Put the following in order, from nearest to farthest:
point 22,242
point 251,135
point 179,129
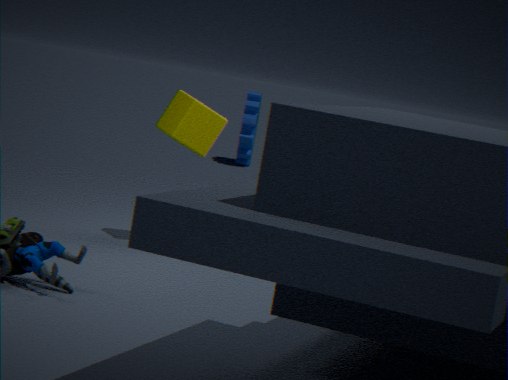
point 22,242, point 179,129, point 251,135
